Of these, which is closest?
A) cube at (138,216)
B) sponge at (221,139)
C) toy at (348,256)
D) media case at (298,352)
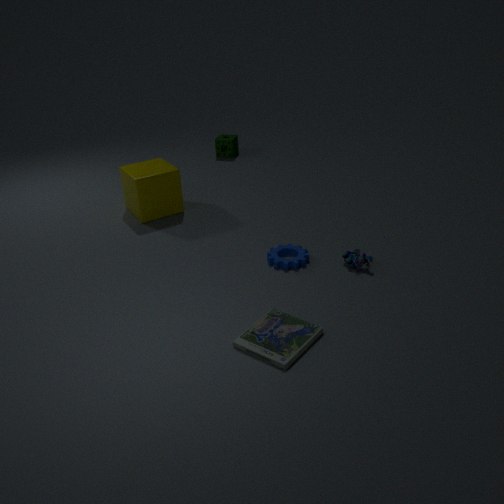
media case at (298,352)
